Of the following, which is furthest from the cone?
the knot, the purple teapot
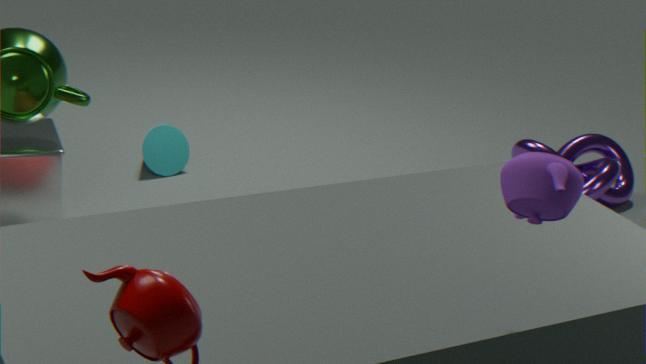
the purple teapot
